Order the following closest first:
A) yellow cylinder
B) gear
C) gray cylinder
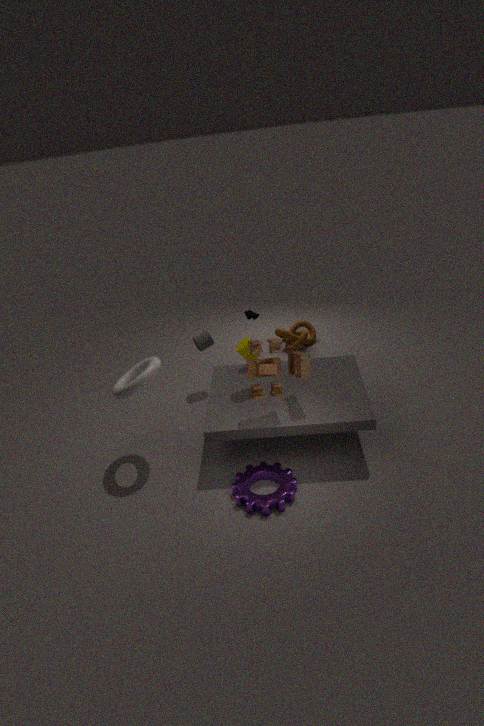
B. gear, A. yellow cylinder, C. gray cylinder
